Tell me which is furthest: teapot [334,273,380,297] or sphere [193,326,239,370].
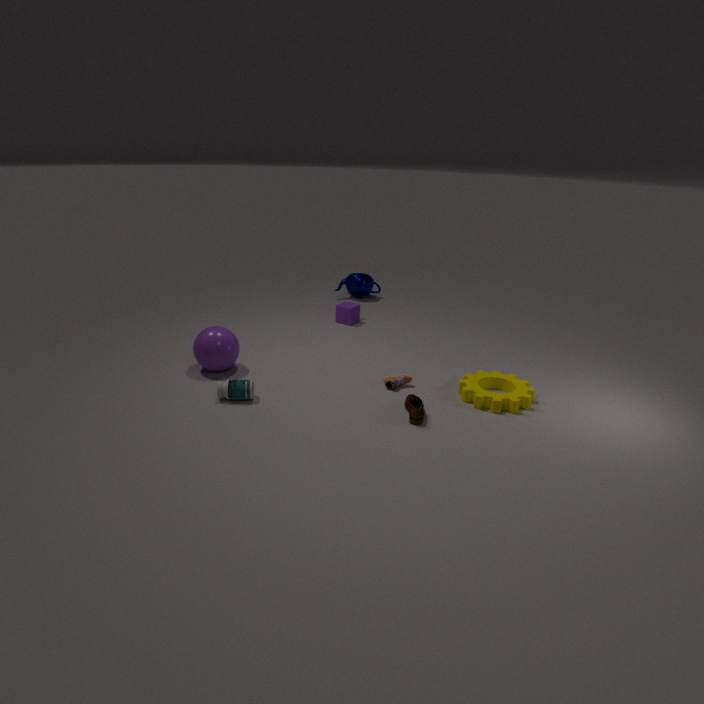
teapot [334,273,380,297]
